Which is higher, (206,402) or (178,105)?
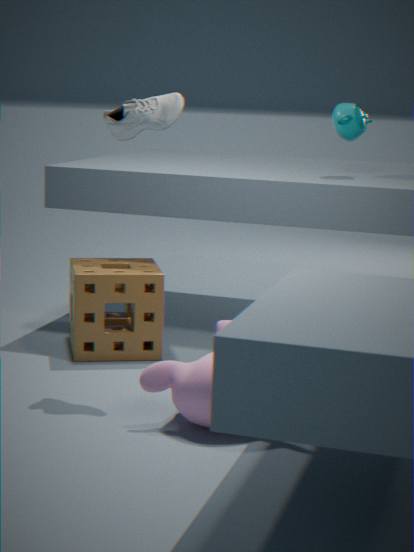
(178,105)
